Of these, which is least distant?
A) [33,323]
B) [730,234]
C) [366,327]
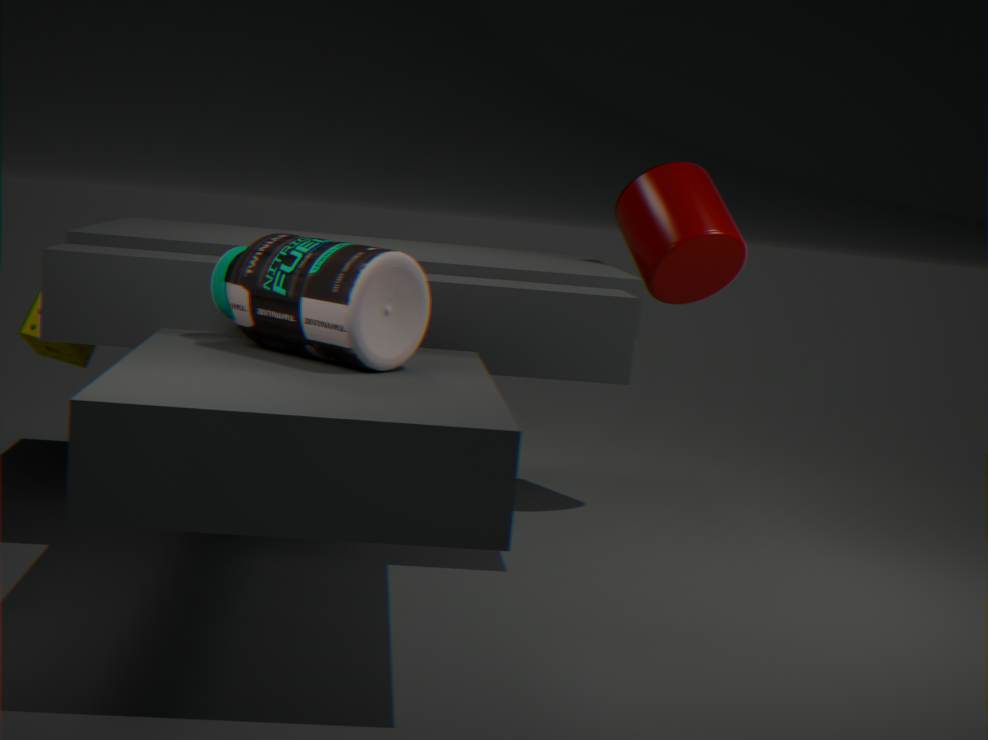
[366,327]
